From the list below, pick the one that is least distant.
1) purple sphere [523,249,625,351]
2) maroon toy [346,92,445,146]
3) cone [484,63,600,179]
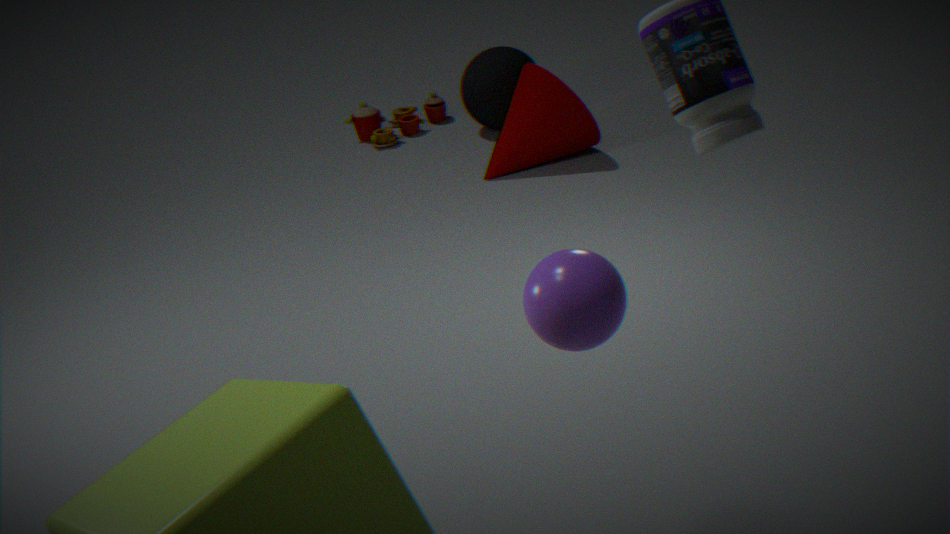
1. purple sphere [523,249,625,351]
